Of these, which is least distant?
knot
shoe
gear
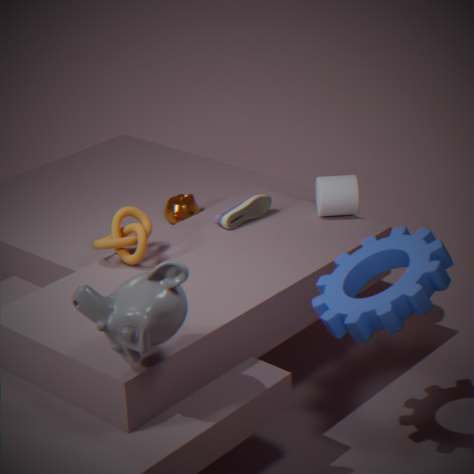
gear
